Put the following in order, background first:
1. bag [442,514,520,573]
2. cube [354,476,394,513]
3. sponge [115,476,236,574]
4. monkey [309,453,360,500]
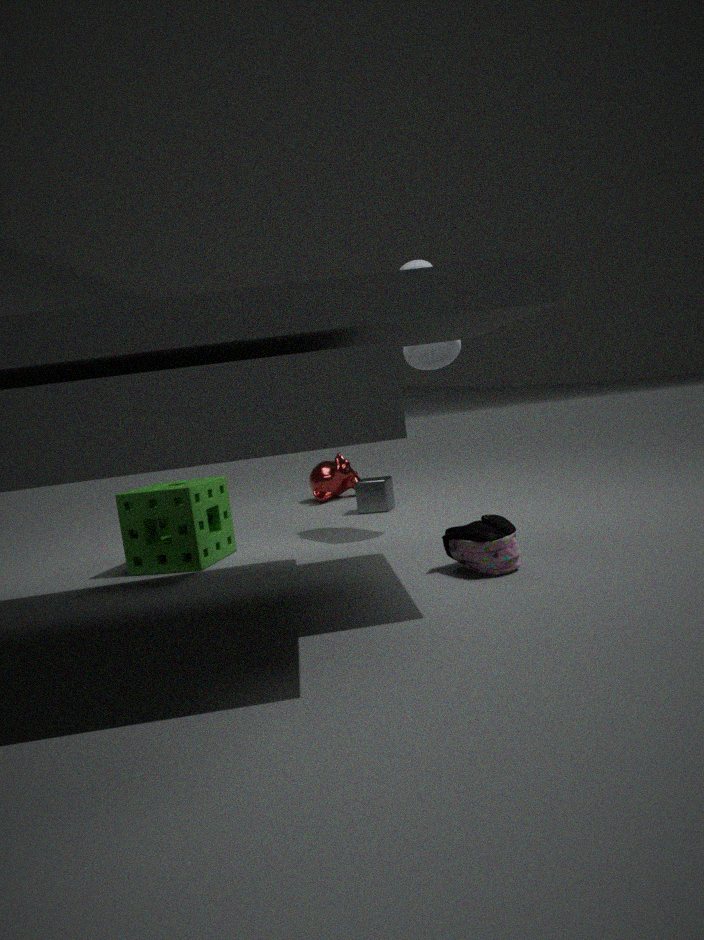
monkey [309,453,360,500], cube [354,476,394,513], sponge [115,476,236,574], bag [442,514,520,573]
